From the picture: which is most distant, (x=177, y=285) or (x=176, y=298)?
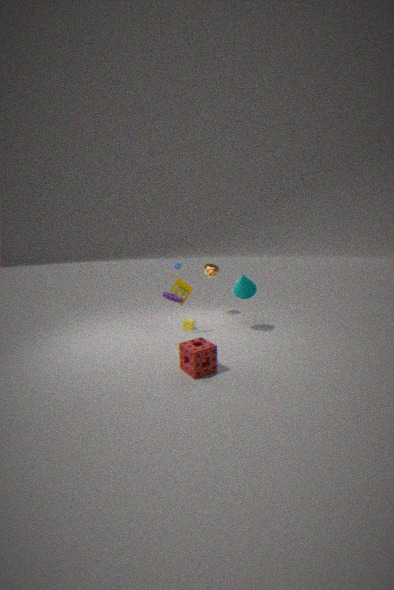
(x=177, y=285)
